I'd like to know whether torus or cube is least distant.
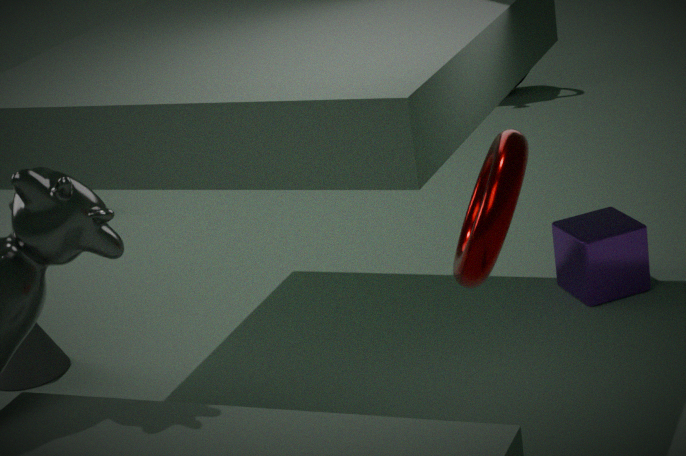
torus
